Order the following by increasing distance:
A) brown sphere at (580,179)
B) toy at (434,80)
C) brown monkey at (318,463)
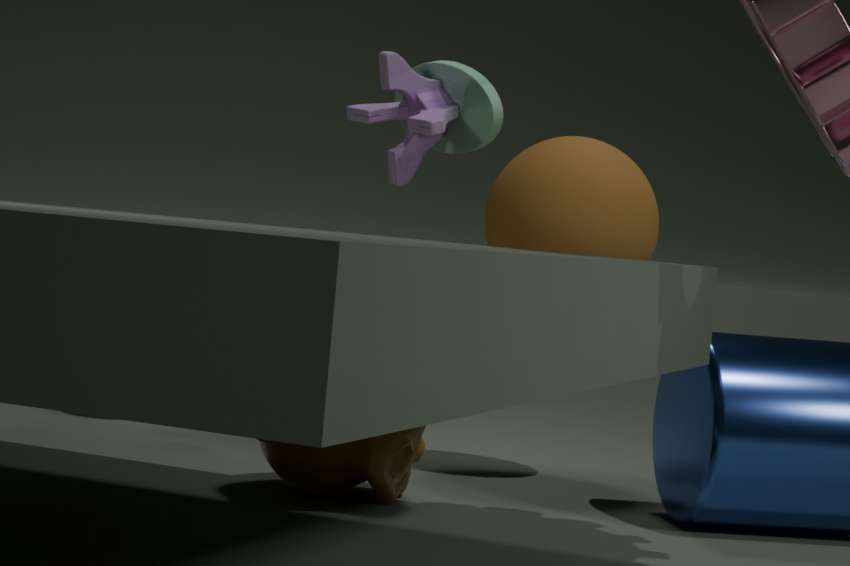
brown monkey at (318,463)
brown sphere at (580,179)
toy at (434,80)
